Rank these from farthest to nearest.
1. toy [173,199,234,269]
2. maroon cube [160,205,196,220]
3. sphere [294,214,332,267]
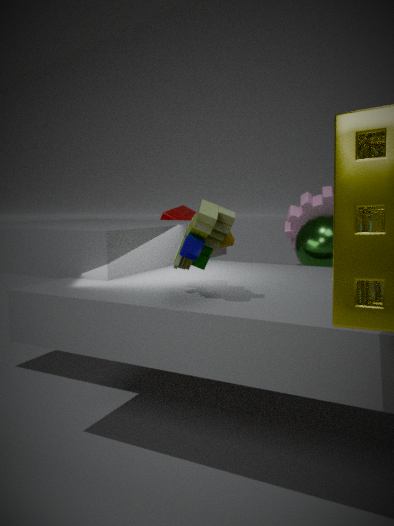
maroon cube [160,205,196,220]
sphere [294,214,332,267]
toy [173,199,234,269]
